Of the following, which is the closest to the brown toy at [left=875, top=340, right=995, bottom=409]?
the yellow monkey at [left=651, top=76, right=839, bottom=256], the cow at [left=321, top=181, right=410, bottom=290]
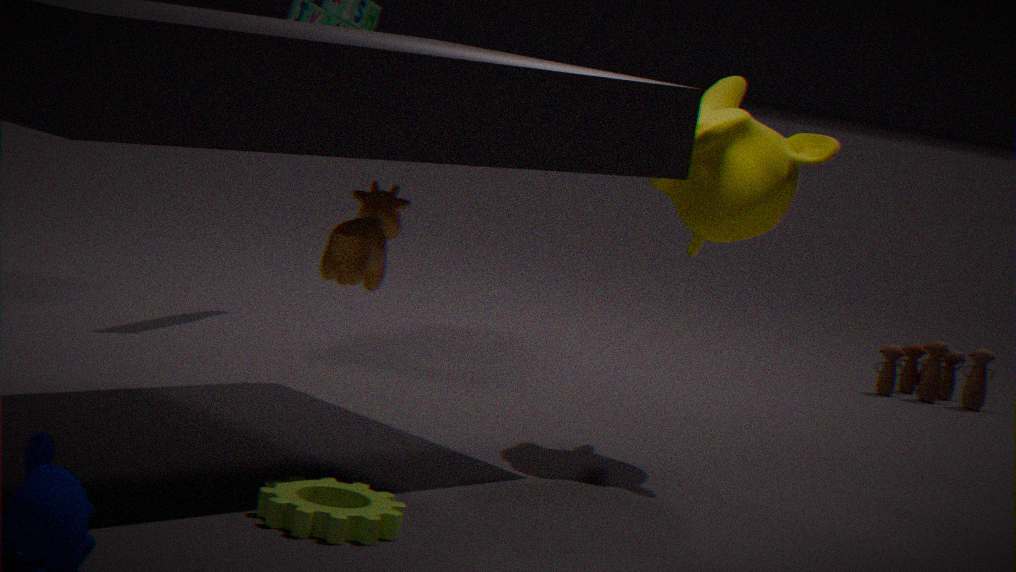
the yellow monkey at [left=651, top=76, right=839, bottom=256]
